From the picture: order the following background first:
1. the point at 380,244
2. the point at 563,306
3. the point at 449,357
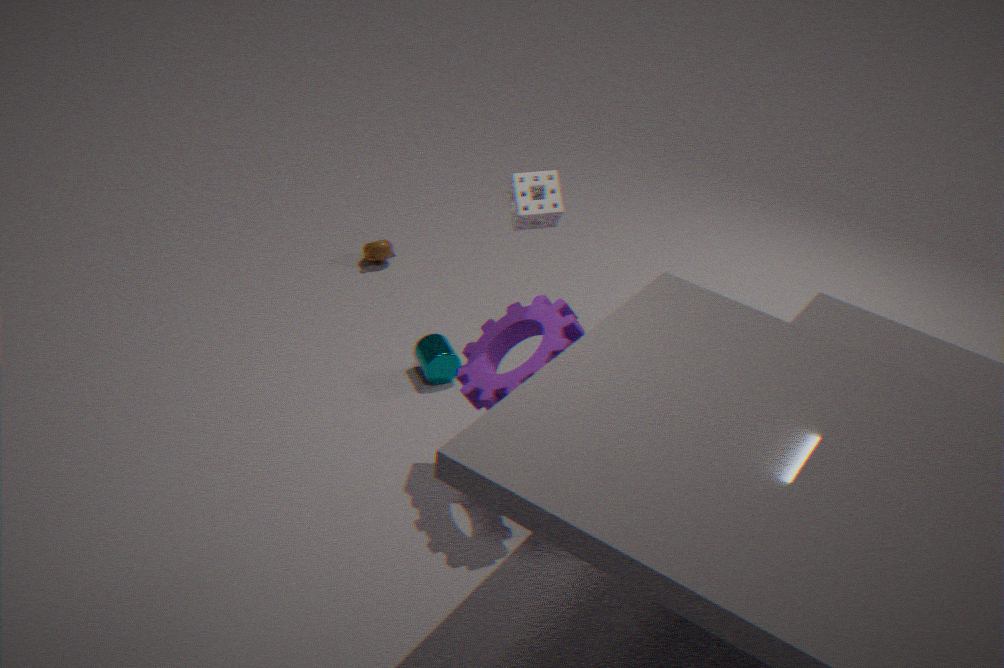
the point at 380,244
the point at 449,357
the point at 563,306
